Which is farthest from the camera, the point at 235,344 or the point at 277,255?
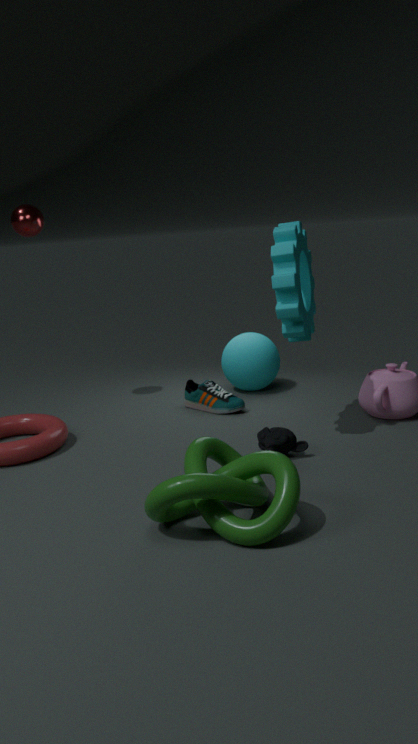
the point at 235,344
